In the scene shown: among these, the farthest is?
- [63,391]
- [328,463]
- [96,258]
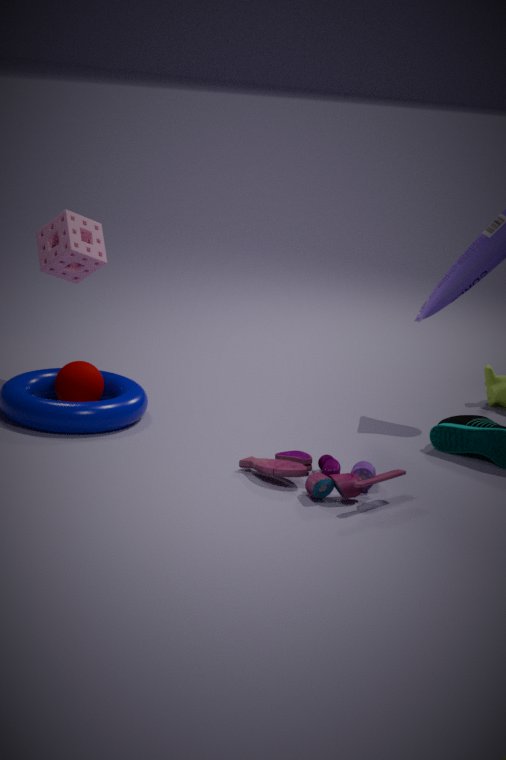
[96,258]
